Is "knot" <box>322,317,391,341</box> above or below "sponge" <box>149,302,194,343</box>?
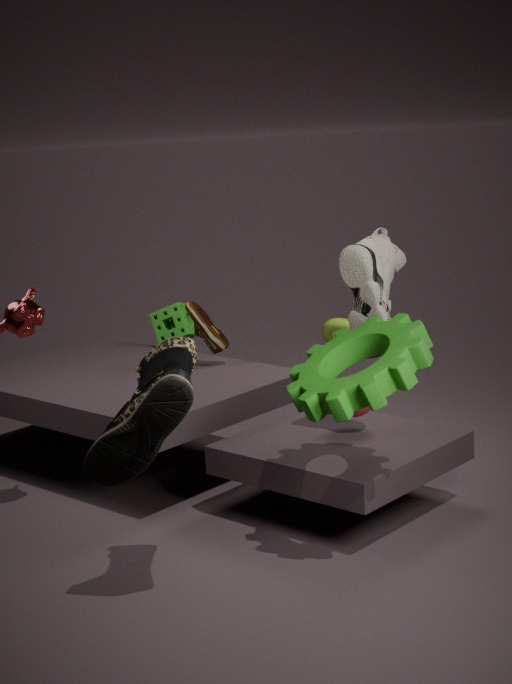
below
